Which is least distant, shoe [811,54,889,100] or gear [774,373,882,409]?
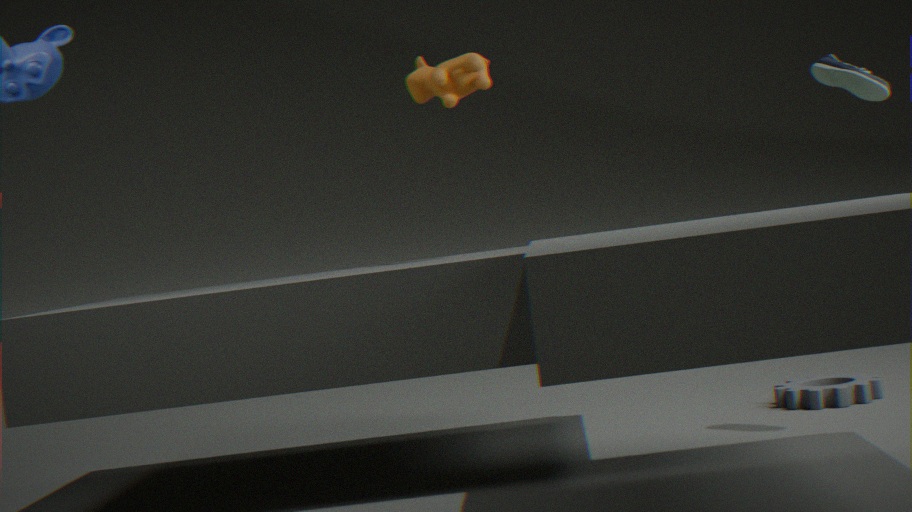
shoe [811,54,889,100]
